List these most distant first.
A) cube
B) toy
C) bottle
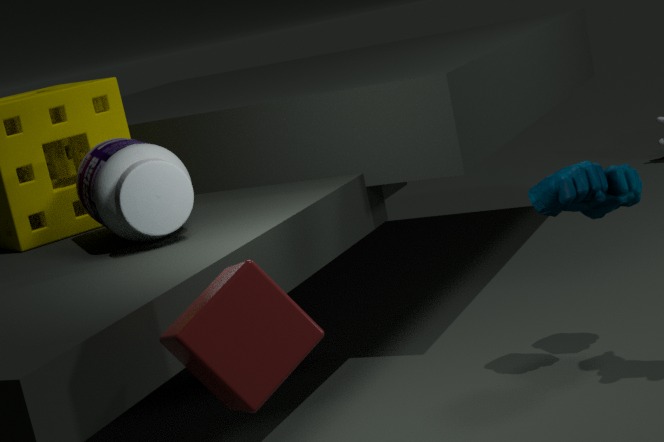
1. toy
2. bottle
3. cube
